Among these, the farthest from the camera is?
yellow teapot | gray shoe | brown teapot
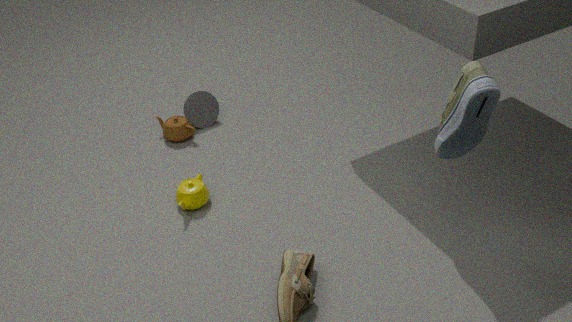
brown teapot
